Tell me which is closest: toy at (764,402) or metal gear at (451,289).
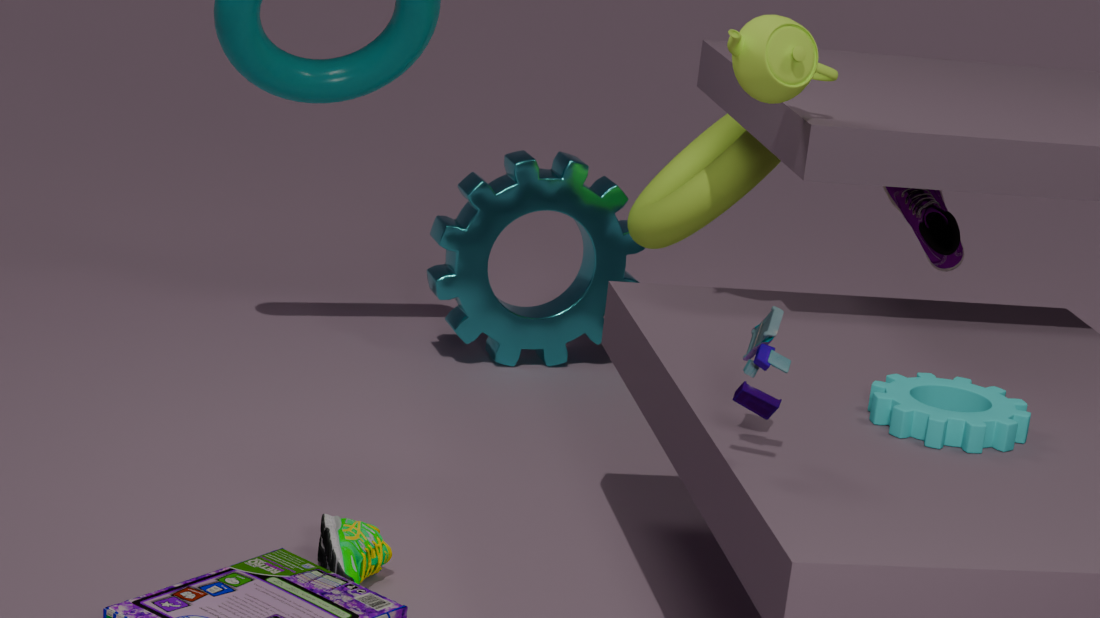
toy at (764,402)
